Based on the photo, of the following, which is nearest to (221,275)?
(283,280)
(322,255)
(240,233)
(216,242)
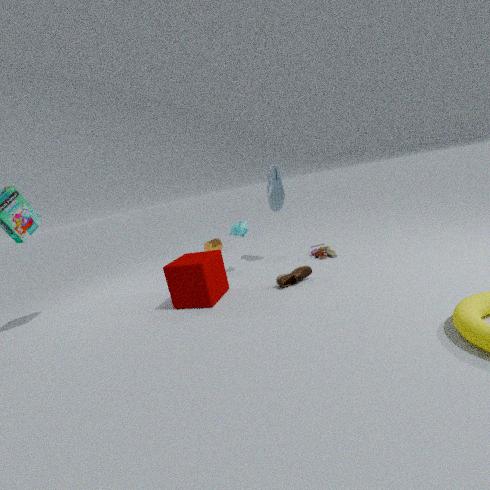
(240,233)
